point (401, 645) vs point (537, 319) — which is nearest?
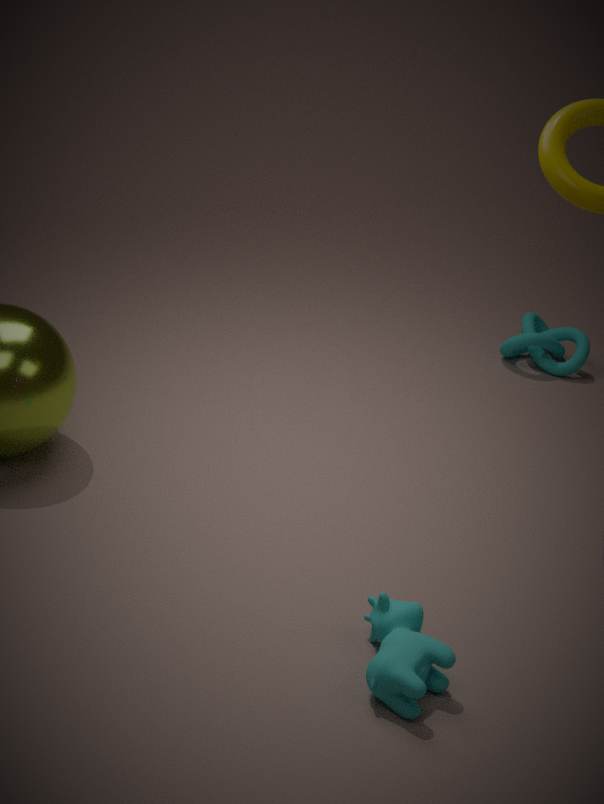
point (401, 645)
